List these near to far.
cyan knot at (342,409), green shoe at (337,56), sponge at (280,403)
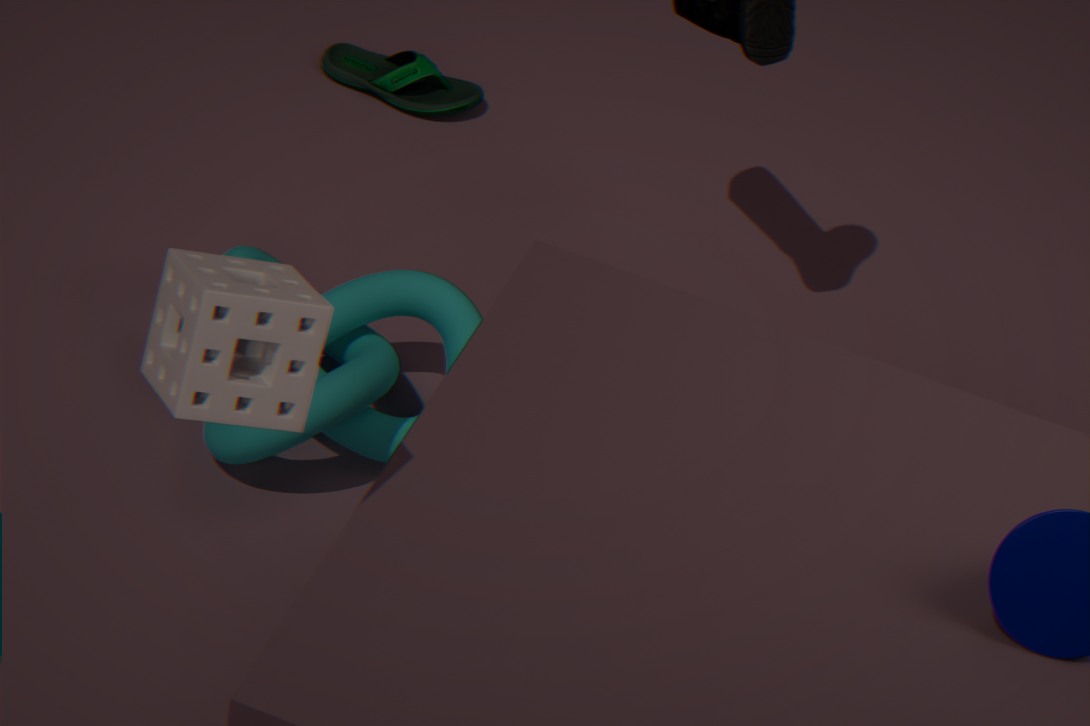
sponge at (280,403) < cyan knot at (342,409) < green shoe at (337,56)
